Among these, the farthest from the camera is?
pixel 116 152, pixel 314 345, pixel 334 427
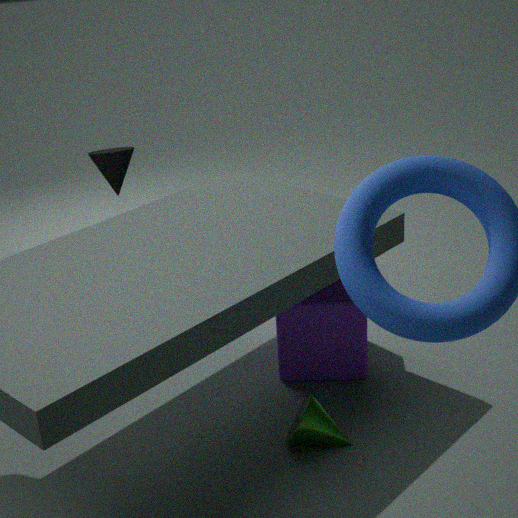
pixel 116 152
